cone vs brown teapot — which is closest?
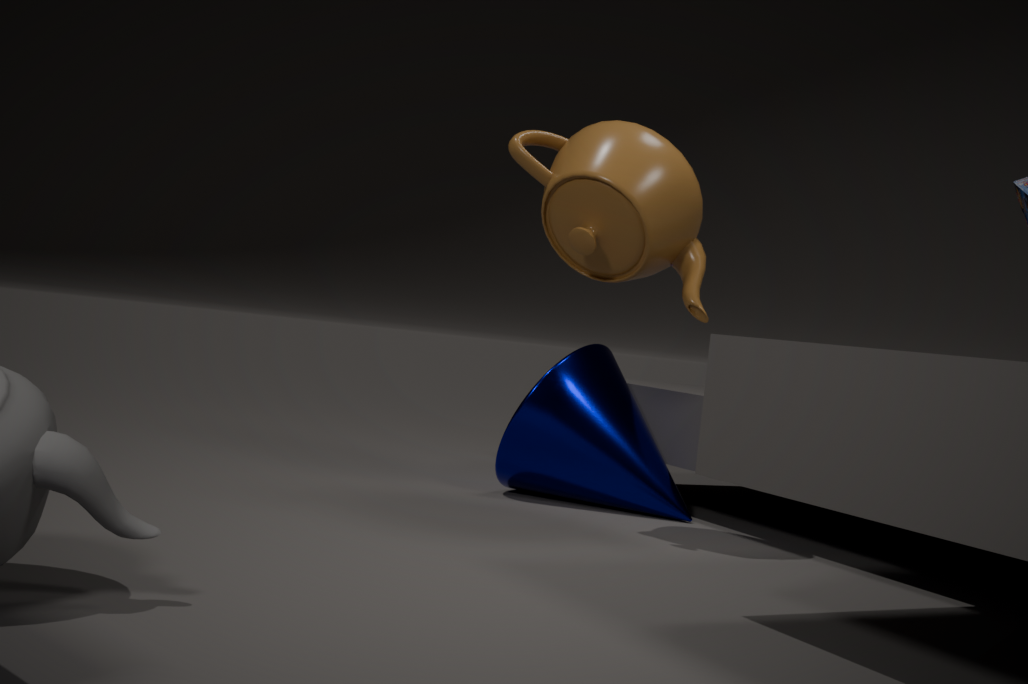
brown teapot
